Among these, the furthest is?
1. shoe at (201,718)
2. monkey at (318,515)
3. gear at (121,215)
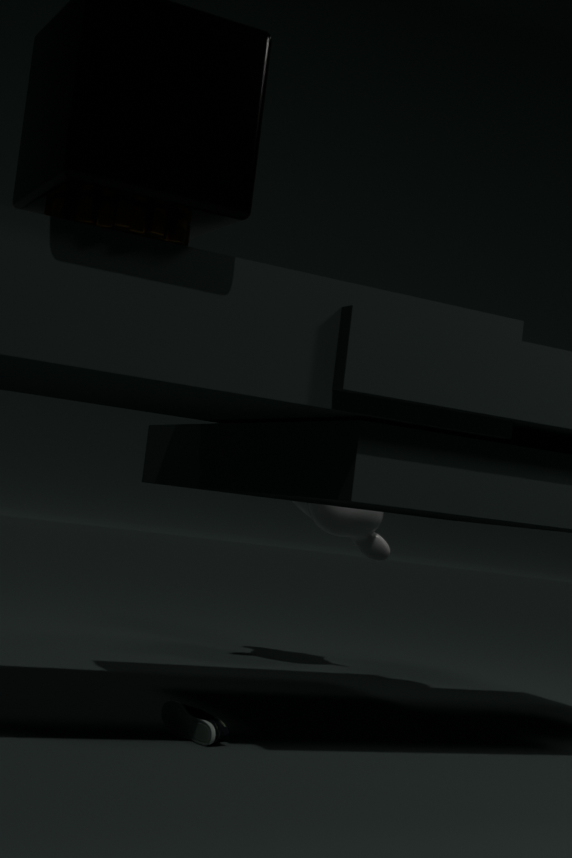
monkey at (318,515)
